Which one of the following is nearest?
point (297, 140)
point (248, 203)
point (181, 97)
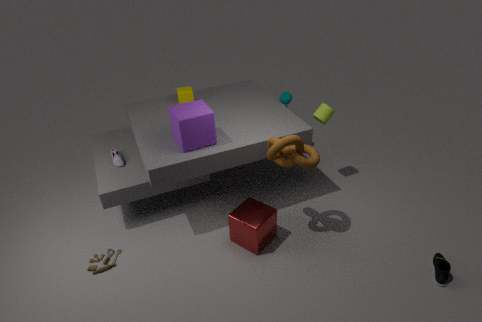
point (297, 140)
